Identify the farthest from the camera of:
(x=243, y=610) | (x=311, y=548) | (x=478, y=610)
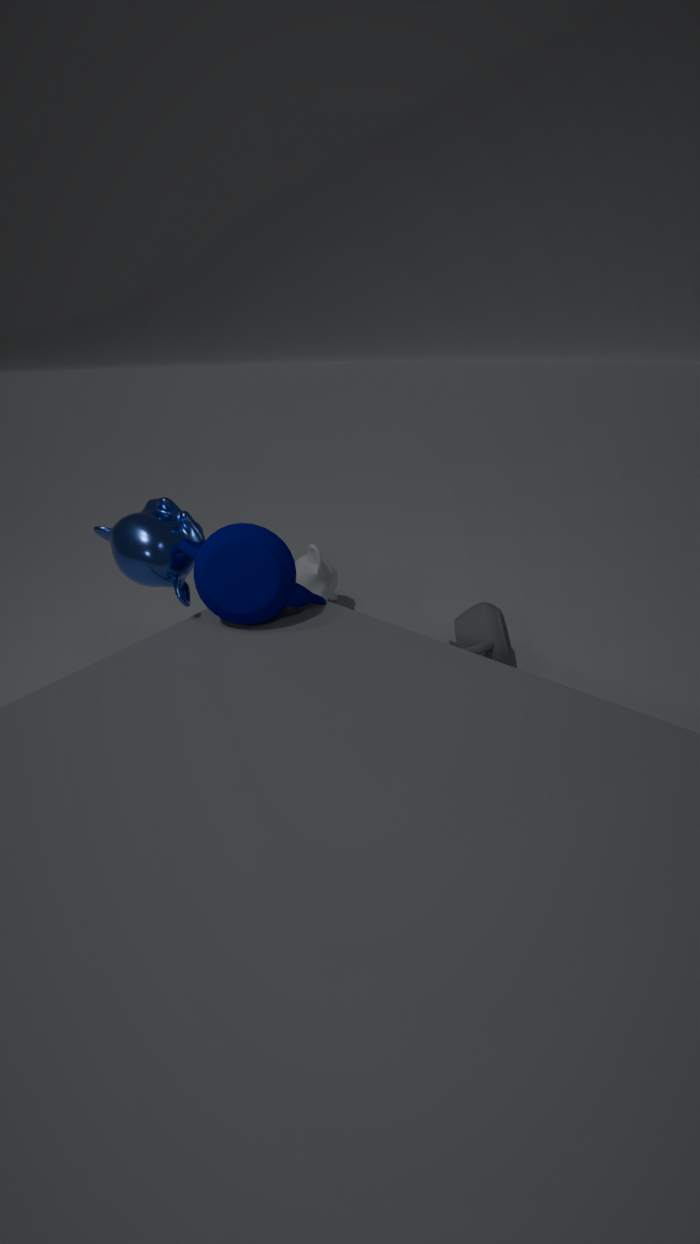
(x=311, y=548)
